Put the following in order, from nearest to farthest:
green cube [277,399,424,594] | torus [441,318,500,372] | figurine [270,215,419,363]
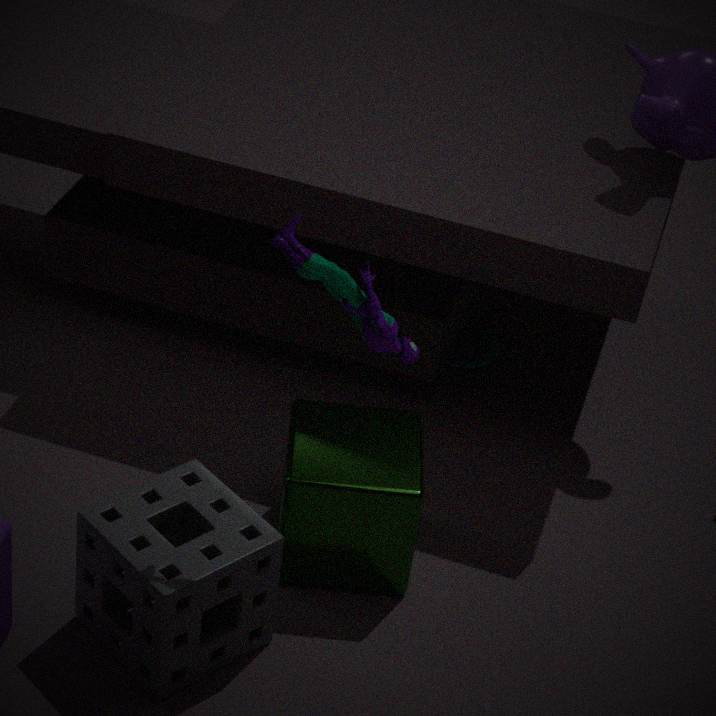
1. figurine [270,215,419,363]
2. green cube [277,399,424,594]
3. torus [441,318,500,372]
